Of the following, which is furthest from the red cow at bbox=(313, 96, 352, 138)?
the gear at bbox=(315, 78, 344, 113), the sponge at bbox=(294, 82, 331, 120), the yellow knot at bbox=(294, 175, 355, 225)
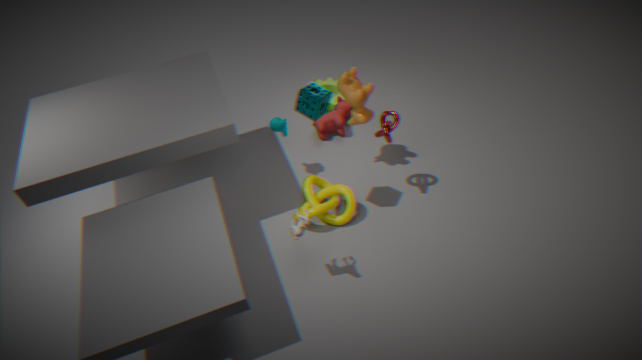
the sponge at bbox=(294, 82, 331, 120)
